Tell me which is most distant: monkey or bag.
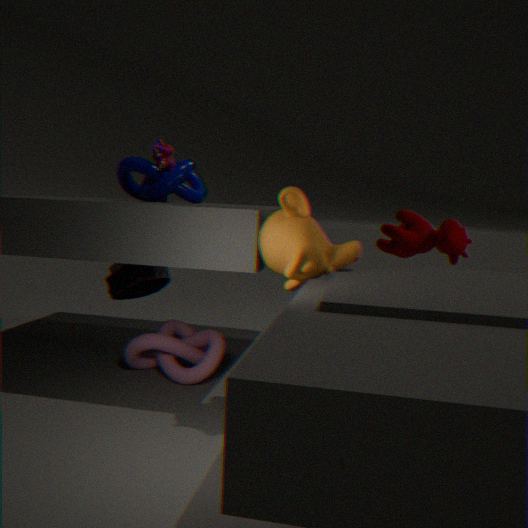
bag
